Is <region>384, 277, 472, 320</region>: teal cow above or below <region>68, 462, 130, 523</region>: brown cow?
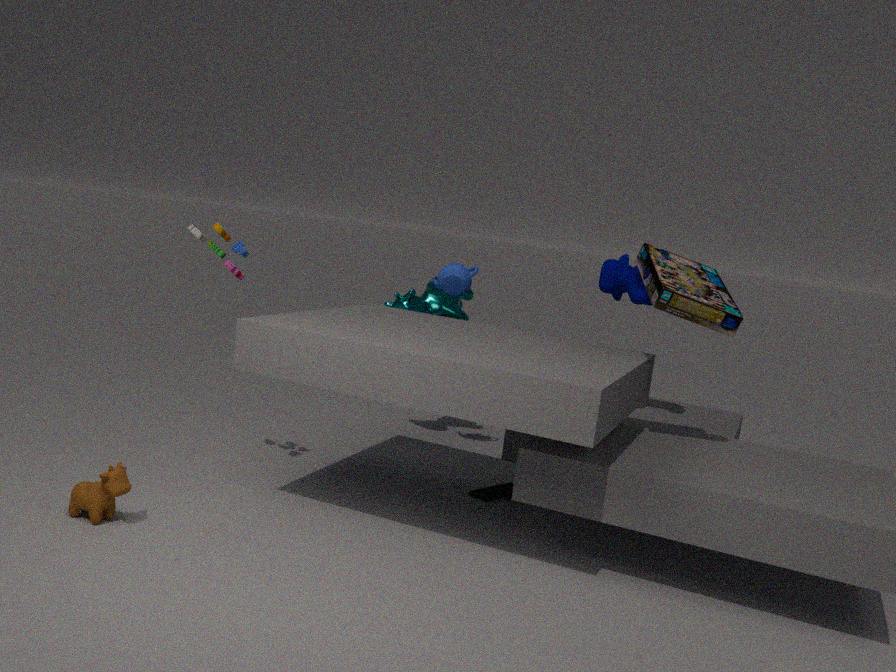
above
